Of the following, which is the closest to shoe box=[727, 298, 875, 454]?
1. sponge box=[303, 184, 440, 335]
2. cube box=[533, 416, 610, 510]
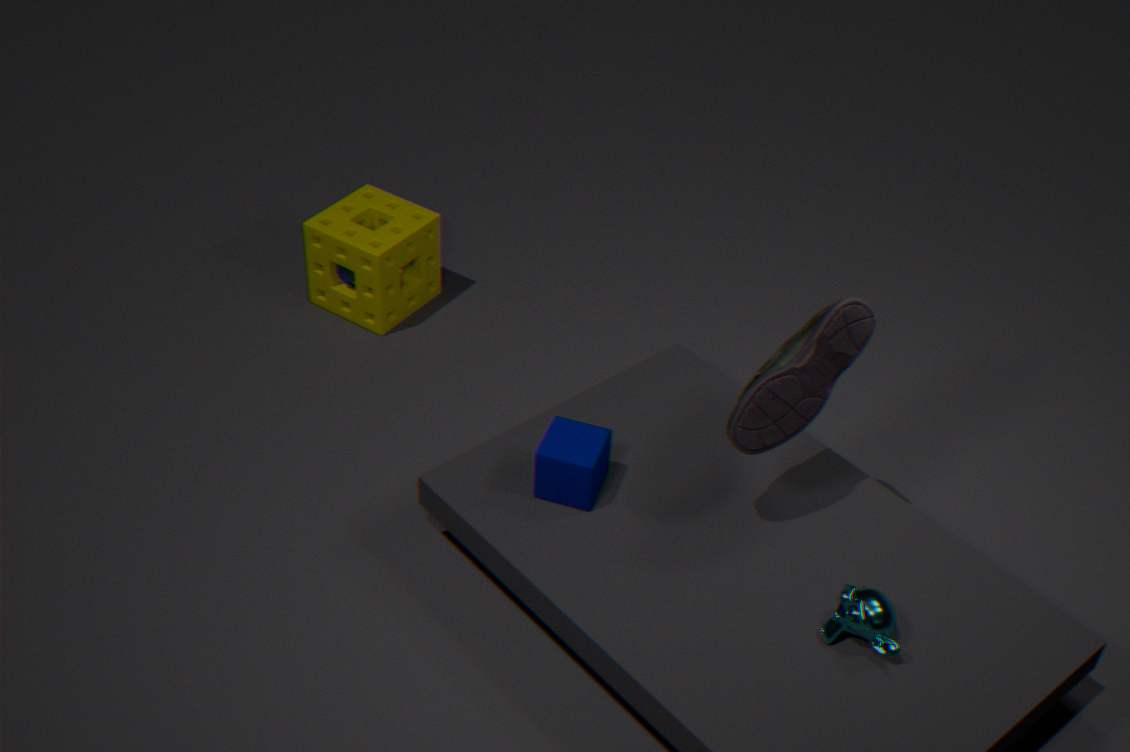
cube box=[533, 416, 610, 510]
